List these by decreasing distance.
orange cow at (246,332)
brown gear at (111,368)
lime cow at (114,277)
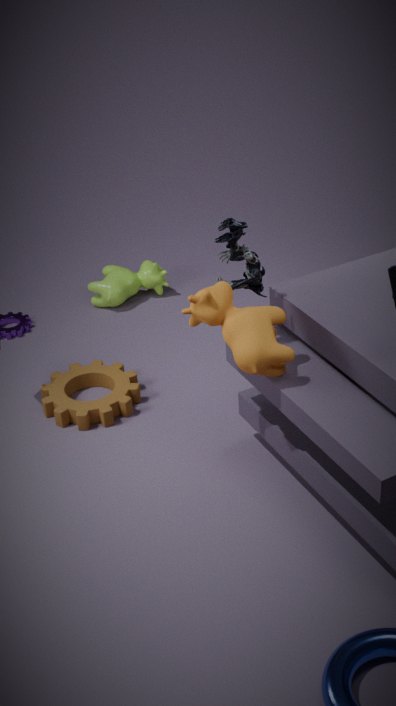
1. lime cow at (114,277)
2. brown gear at (111,368)
3. orange cow at (246,332)
